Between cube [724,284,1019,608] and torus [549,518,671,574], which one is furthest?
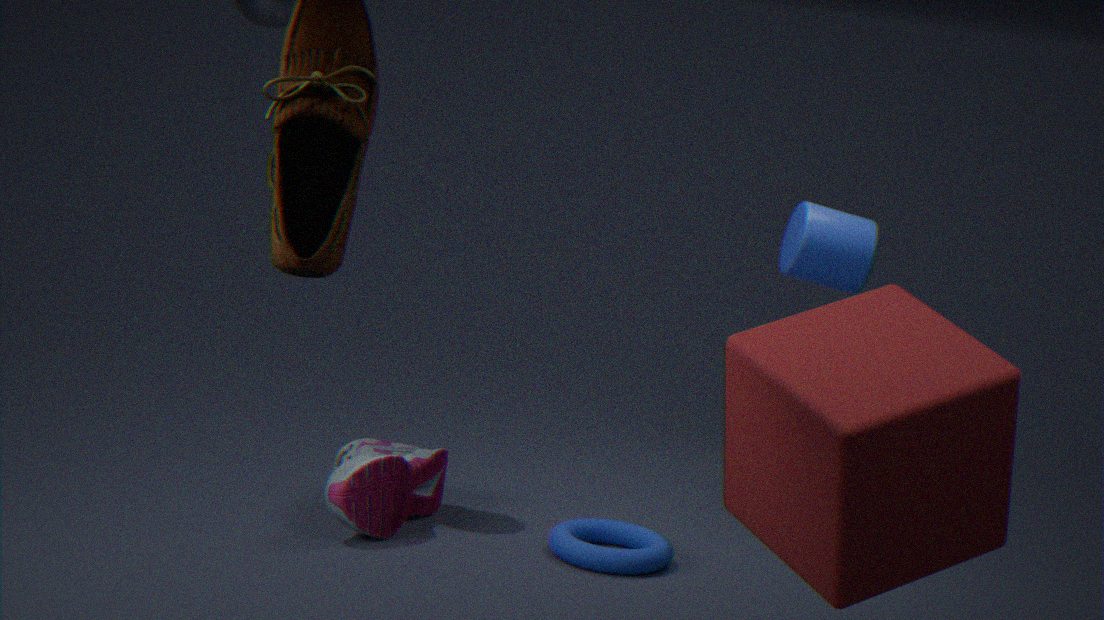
torus [549,518,671,574]
